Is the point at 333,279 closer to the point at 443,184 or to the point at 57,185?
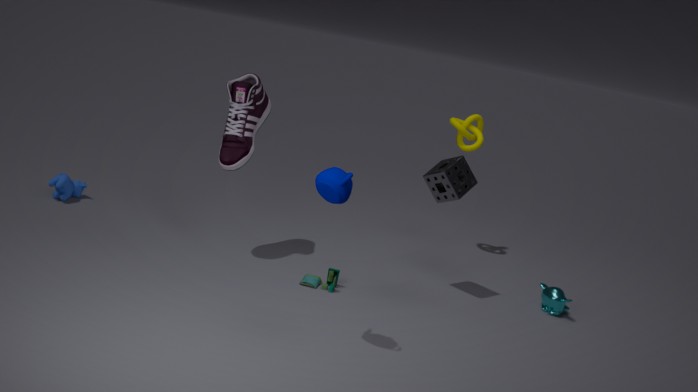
the point at 443,184
